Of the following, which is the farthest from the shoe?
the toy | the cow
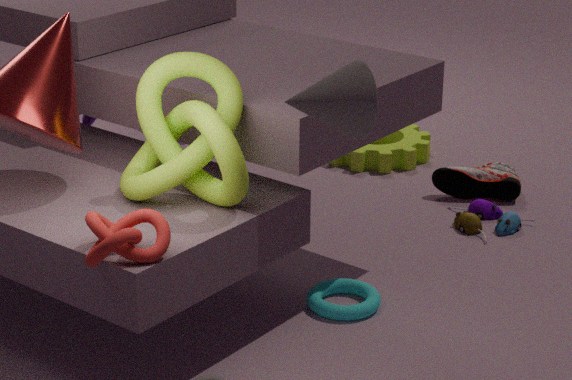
the cow
